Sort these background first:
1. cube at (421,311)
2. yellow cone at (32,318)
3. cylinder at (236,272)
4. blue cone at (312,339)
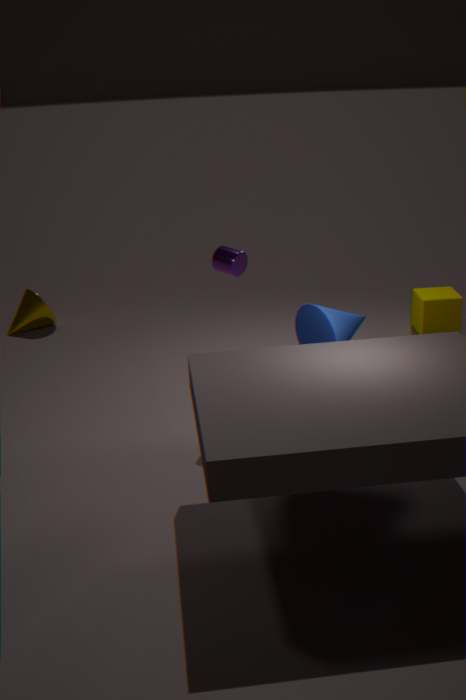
yellow cone at (32,318) → cube at (421,311) → cylinder at (236,272) → blue cone at (312,339)
